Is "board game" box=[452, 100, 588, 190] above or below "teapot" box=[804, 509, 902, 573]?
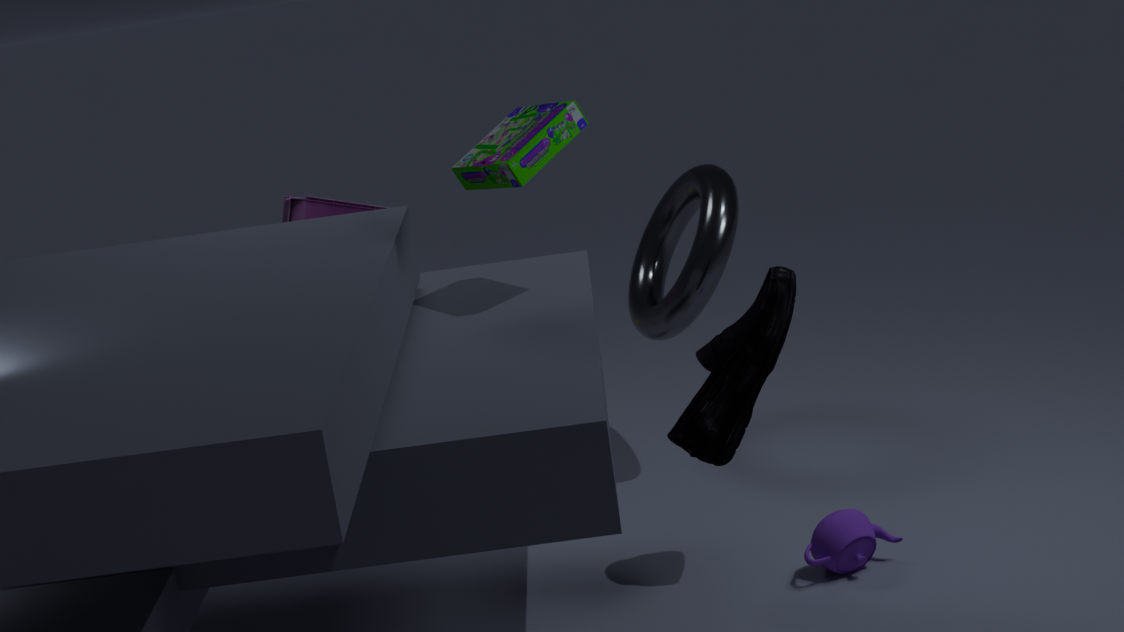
above
